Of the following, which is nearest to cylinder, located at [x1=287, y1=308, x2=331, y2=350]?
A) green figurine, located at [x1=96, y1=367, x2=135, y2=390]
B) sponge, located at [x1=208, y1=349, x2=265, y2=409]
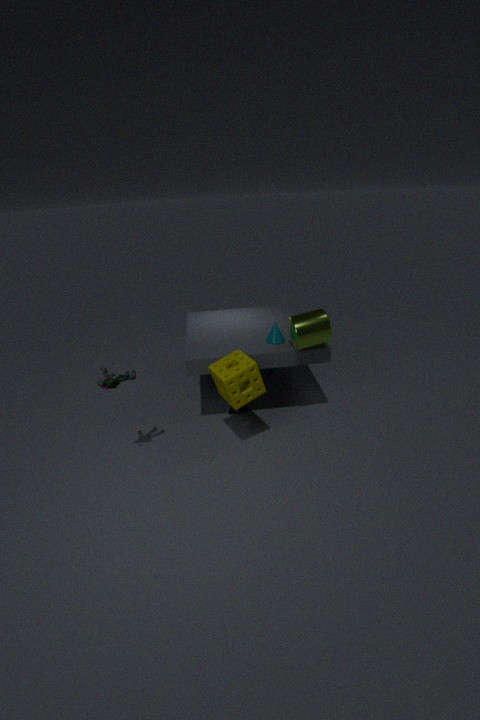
sponge, located at [x1=208, y1=349, x2=265, y2=409]
